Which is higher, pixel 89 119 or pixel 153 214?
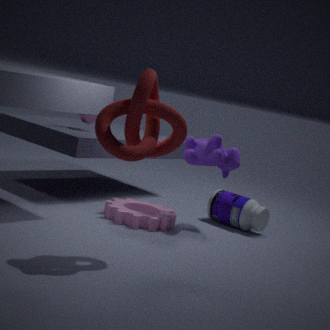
pixel 89 119
